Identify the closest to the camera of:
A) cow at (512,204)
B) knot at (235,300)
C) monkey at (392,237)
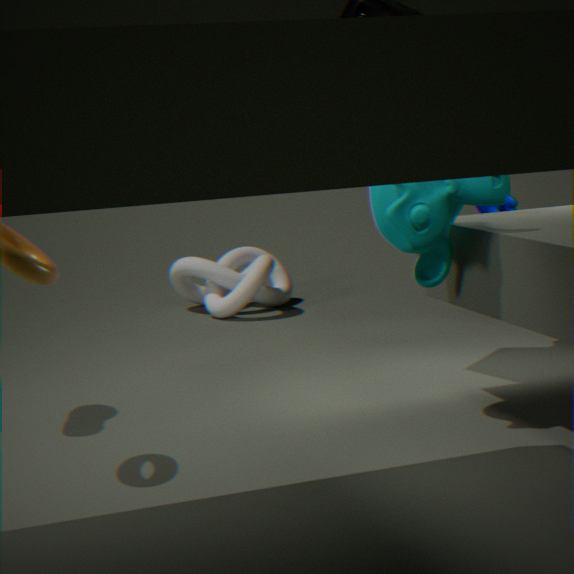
monkey at (392,237)
